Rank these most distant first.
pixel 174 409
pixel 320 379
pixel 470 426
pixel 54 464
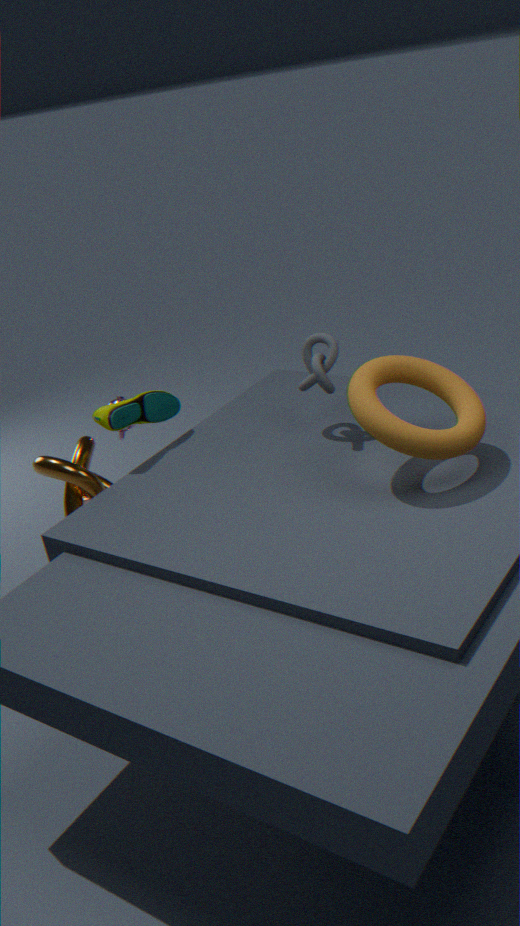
1. pixel 174 409
2. pixel 54 464
3. pixel 320 379
4. pixel 470 426
